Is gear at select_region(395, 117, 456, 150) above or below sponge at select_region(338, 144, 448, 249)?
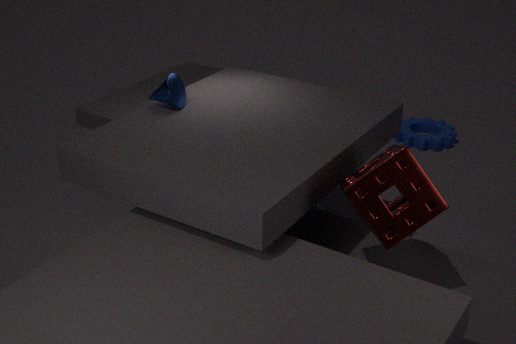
below
